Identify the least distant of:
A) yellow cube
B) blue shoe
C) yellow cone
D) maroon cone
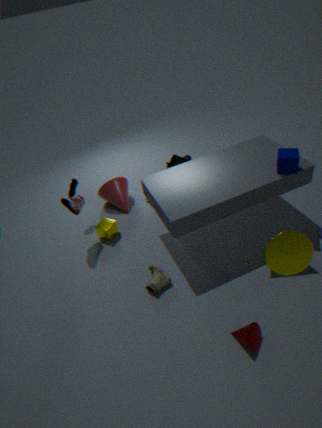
maroon cone
